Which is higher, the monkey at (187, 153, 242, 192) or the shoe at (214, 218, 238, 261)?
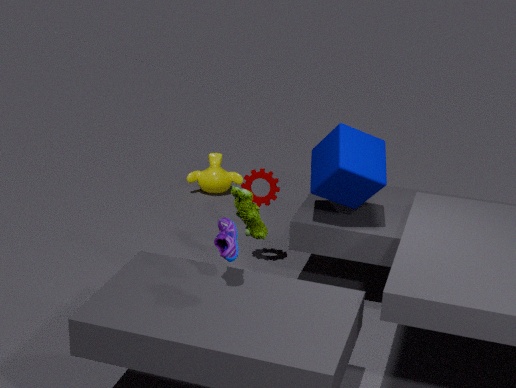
the shoe at (214, 218, 238, 261)
